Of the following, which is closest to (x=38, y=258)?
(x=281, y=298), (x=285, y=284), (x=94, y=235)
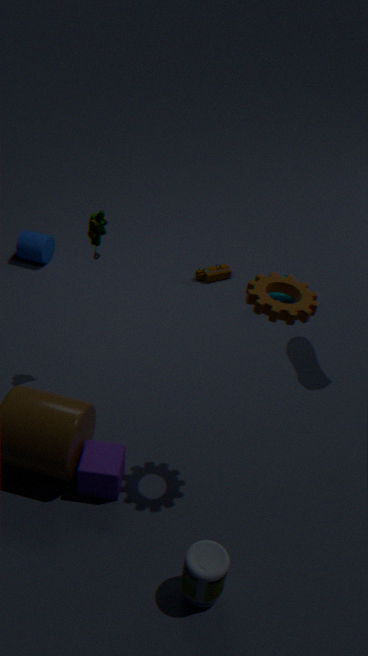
(x=94, y=235)
